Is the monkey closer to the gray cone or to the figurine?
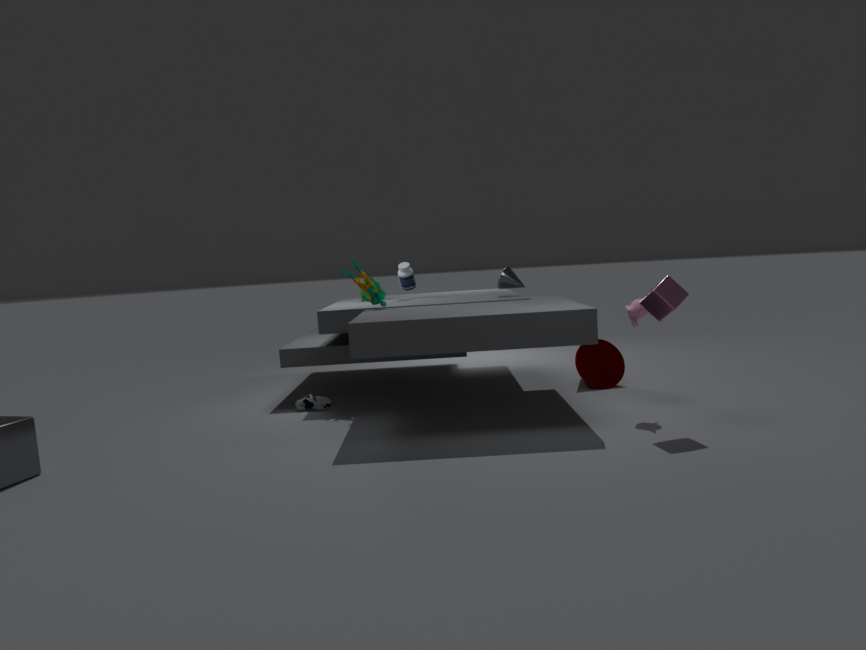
the gray cone
